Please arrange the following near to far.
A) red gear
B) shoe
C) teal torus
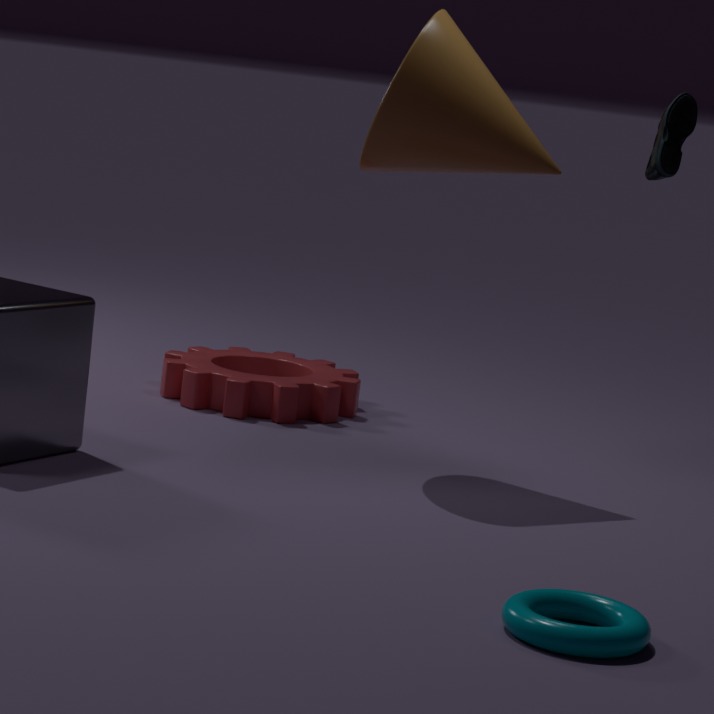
teal torus → shoe → red gear
